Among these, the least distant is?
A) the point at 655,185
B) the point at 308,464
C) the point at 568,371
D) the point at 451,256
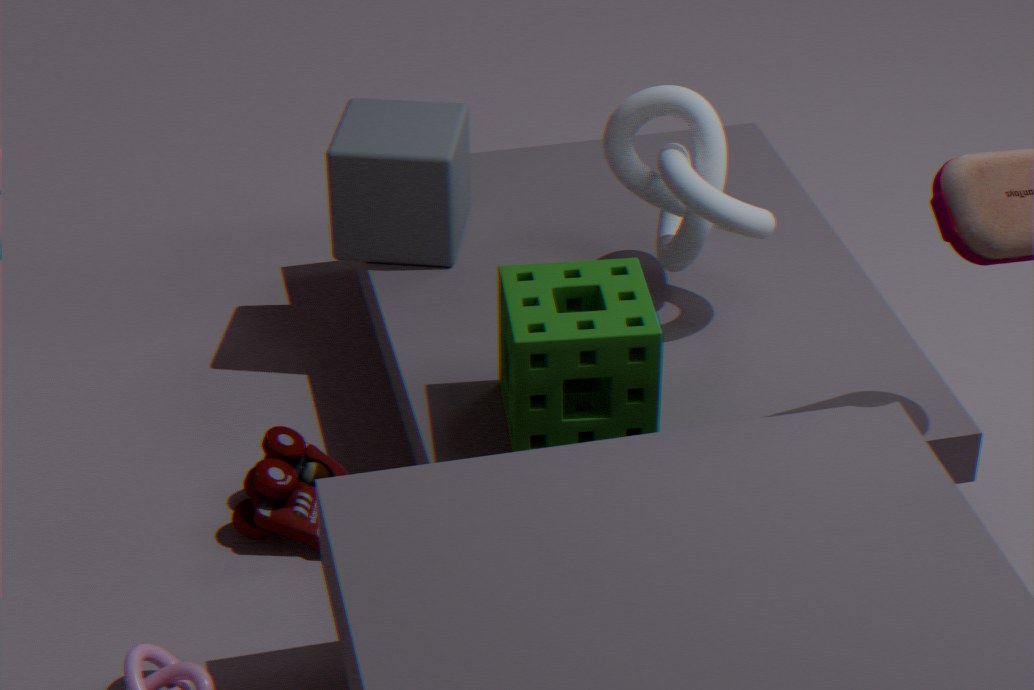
the point at 568,371
